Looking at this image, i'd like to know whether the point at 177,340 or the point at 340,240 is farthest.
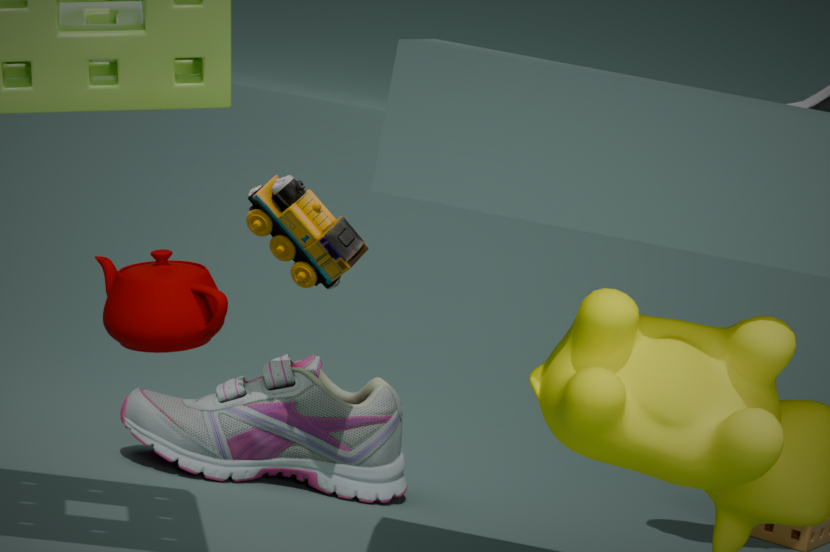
the point at 340,240
